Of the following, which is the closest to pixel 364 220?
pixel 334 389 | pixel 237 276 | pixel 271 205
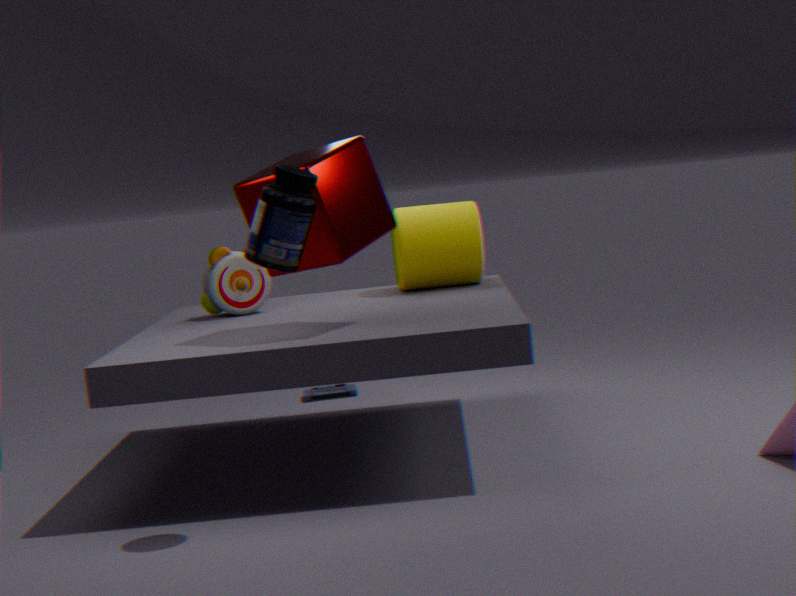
pixel 271 205
